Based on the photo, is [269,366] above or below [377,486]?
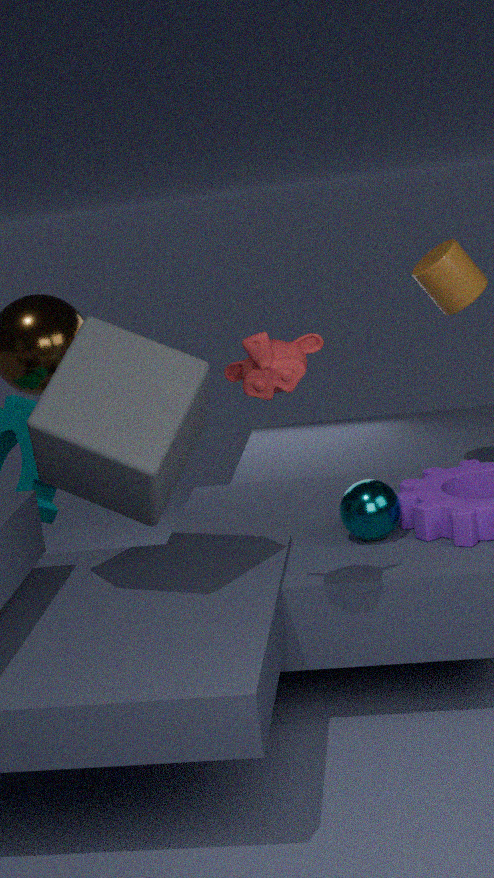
above
